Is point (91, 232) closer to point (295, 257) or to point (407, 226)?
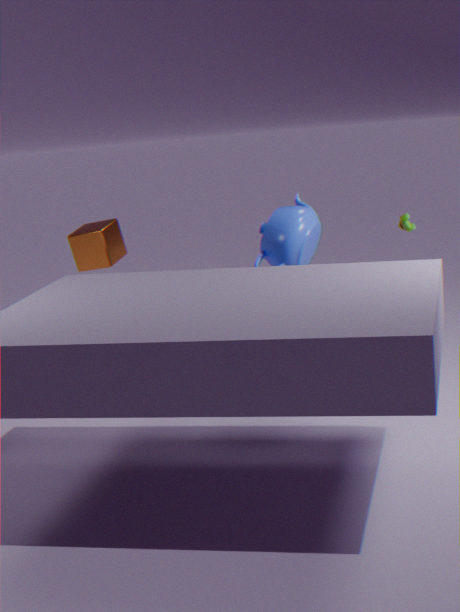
point (295, 257)
